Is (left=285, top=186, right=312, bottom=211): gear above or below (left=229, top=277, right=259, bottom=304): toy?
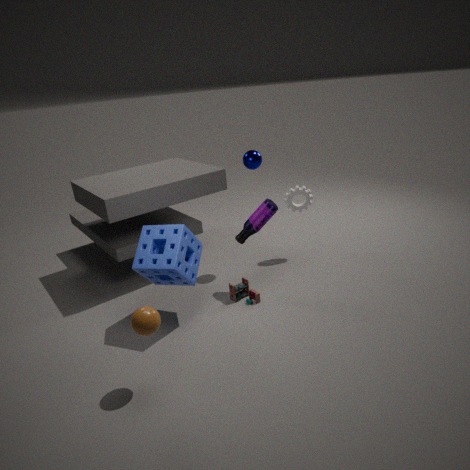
above
